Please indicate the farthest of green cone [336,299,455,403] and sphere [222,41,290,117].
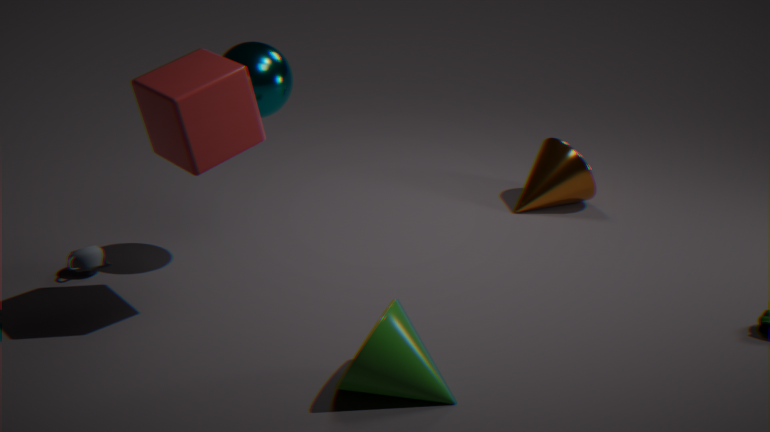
sphere [222,41,290,117]
